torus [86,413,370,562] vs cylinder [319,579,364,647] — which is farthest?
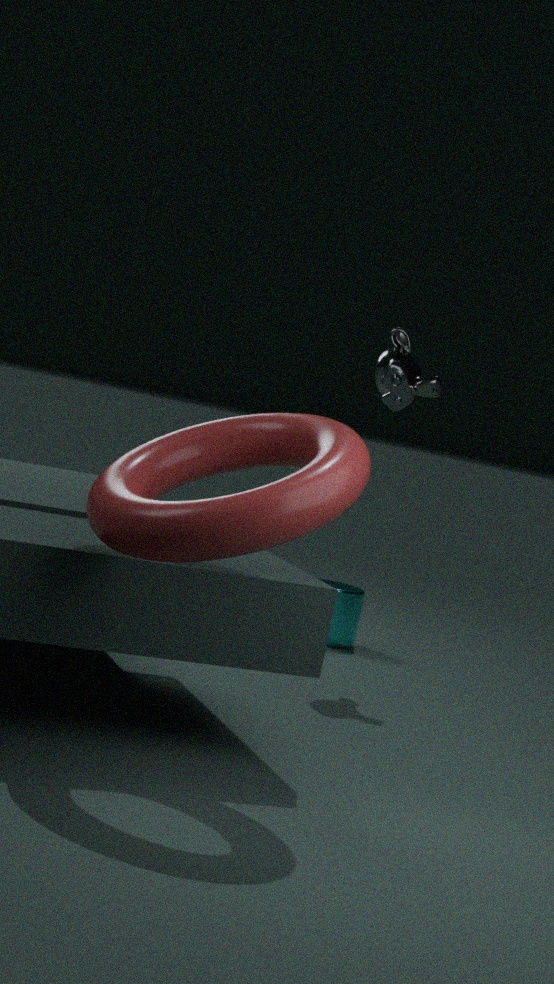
cylinder [319,579,364,647]
